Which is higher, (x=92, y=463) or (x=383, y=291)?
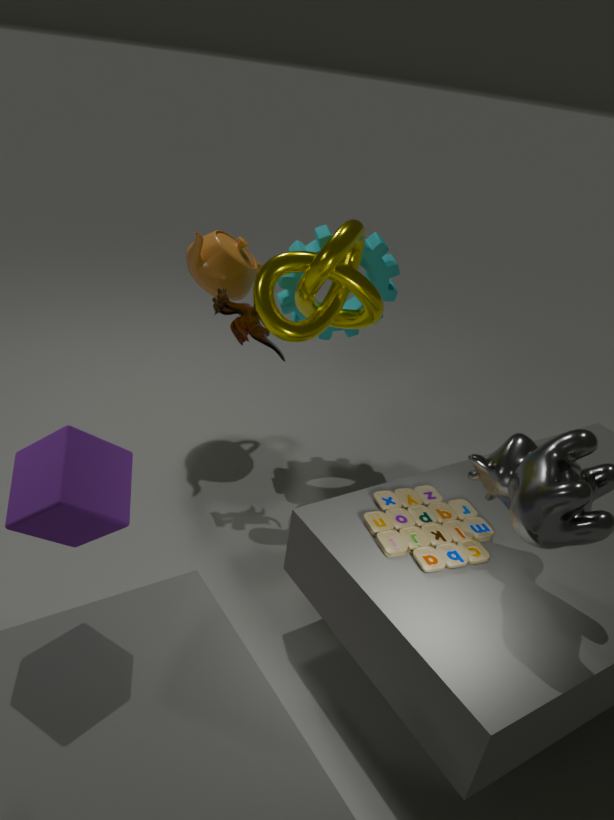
(x=92, y=463)
